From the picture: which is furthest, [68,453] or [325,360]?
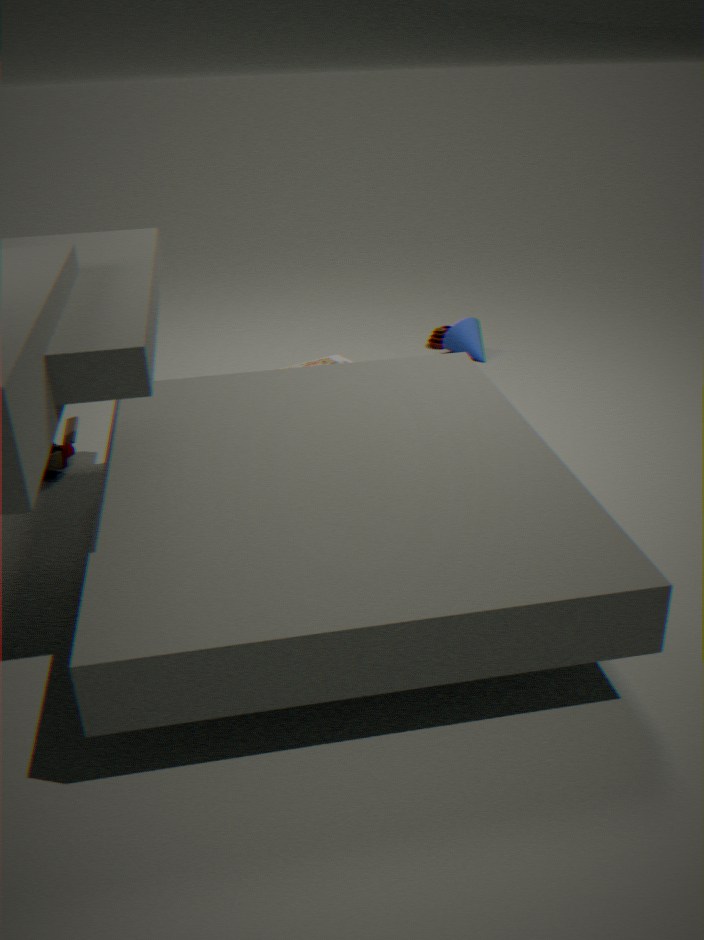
[325,360]
